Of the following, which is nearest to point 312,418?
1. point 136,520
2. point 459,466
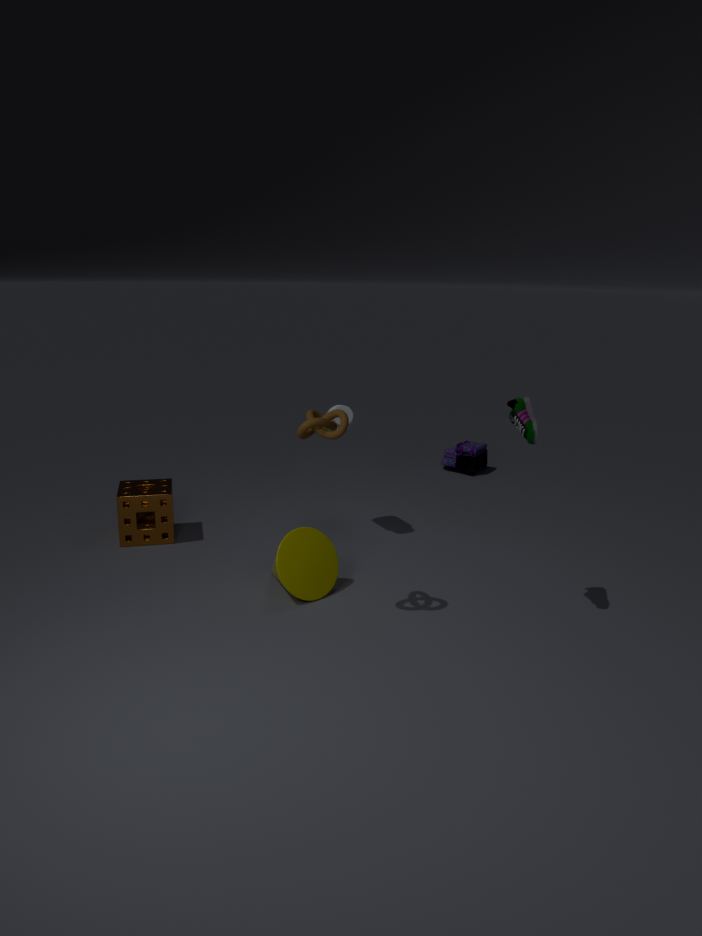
point 136,520
